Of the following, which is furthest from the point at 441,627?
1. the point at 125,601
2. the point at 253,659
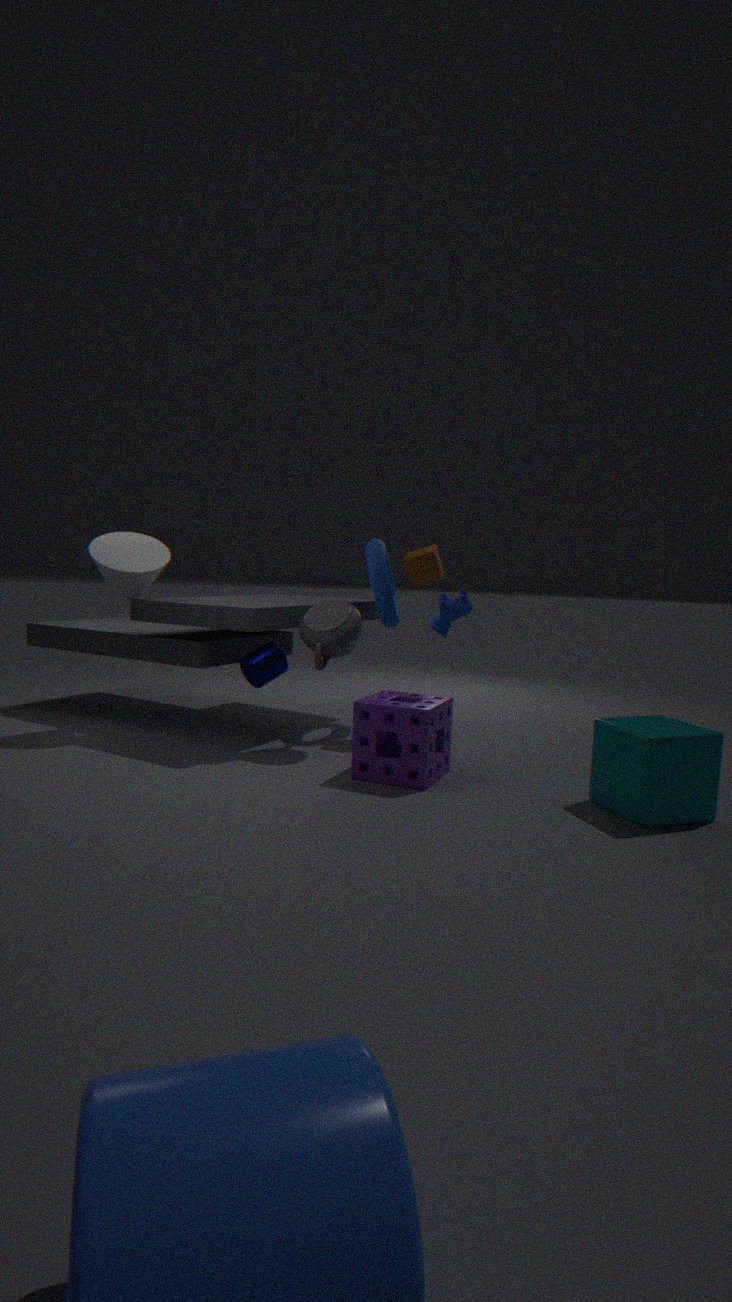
the point at 125,601
